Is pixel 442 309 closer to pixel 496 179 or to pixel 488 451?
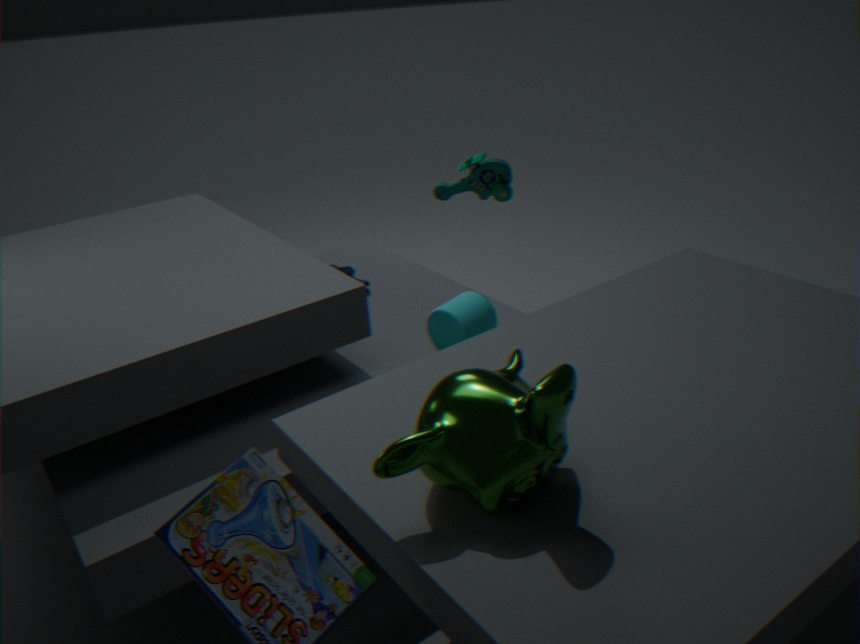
pixel 488 451
